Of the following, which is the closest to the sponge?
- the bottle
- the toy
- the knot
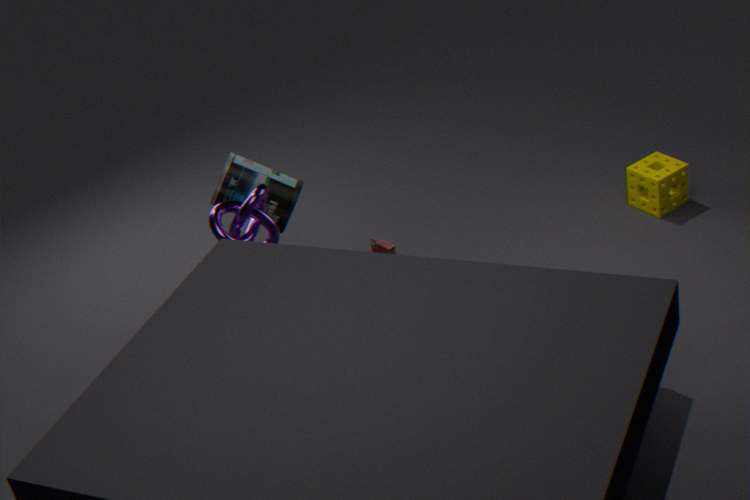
the toy
